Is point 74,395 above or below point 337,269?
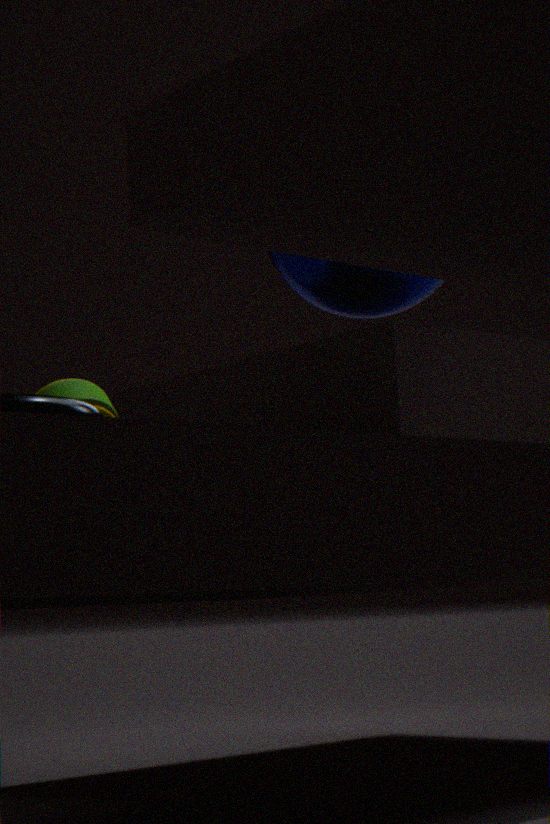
below
